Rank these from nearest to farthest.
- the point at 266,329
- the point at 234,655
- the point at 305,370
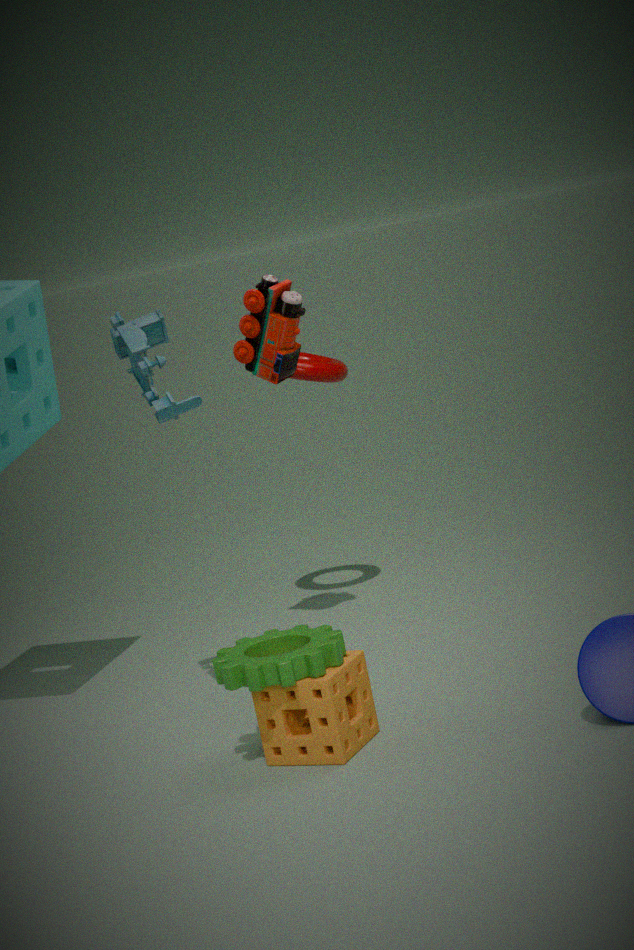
the point at 234,655 → the point at 266,329 → the point at 305,370
